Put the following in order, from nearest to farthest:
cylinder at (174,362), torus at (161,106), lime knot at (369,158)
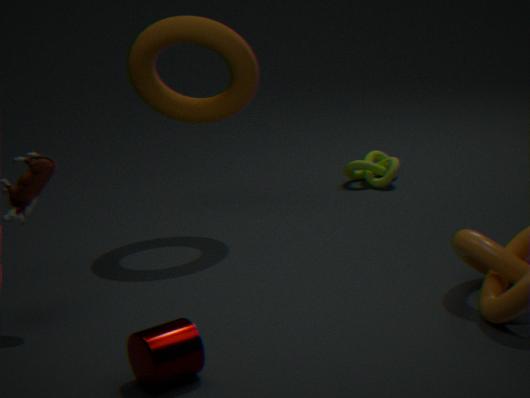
cylinder at (174,362)
torus at (161,106)
lime knot at (369,158)
